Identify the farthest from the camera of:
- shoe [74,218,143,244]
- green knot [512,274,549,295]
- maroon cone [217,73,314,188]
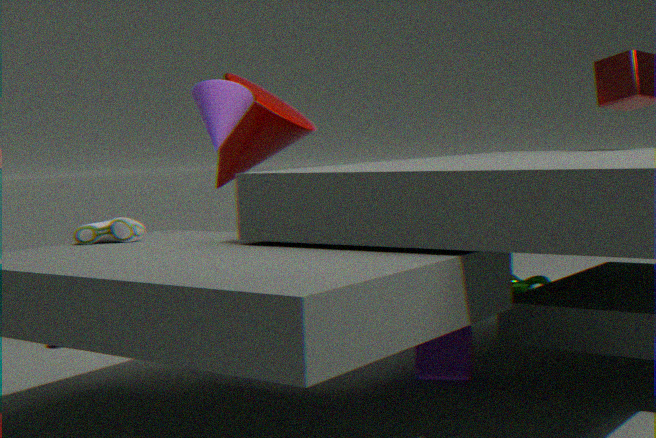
green knot [512,274,549,295]
